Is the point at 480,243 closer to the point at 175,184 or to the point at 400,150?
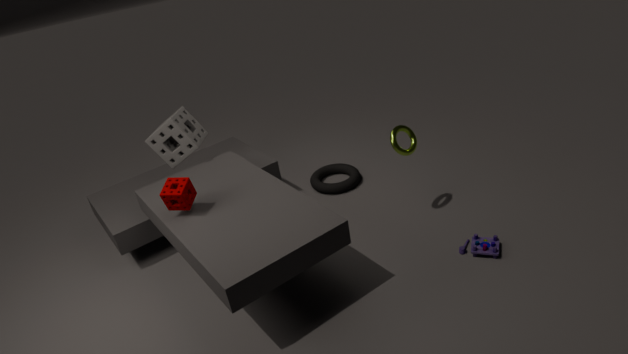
the point at 400,150
